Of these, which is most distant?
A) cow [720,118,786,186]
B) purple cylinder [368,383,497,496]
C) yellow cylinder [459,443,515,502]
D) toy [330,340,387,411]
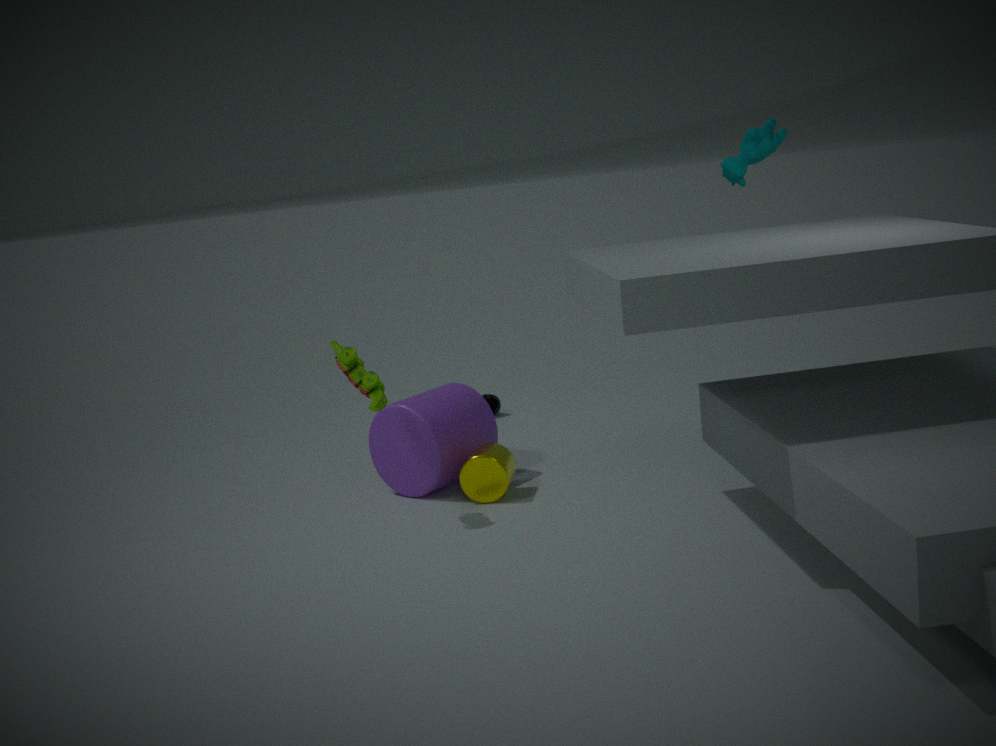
purple cylinder [368,383,497,496]
